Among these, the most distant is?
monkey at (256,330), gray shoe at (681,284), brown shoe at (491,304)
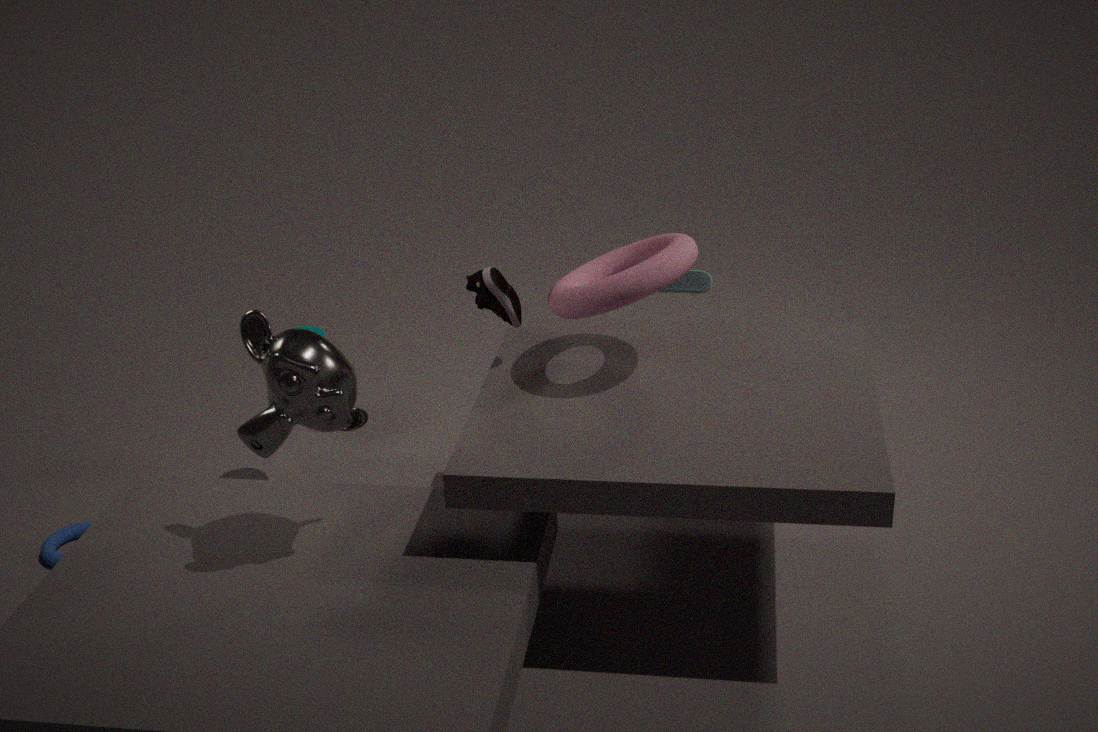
gray shoe at (681,284)
